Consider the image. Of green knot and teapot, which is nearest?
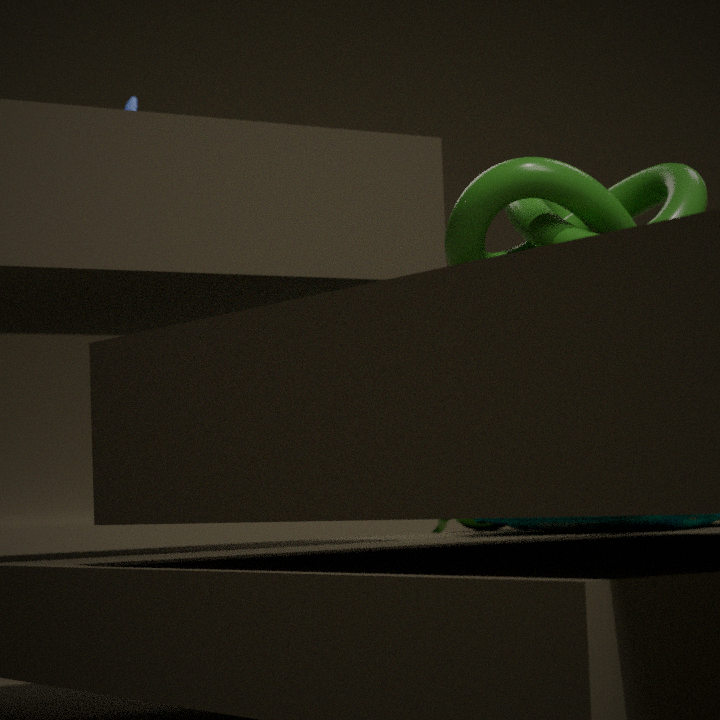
green knot
